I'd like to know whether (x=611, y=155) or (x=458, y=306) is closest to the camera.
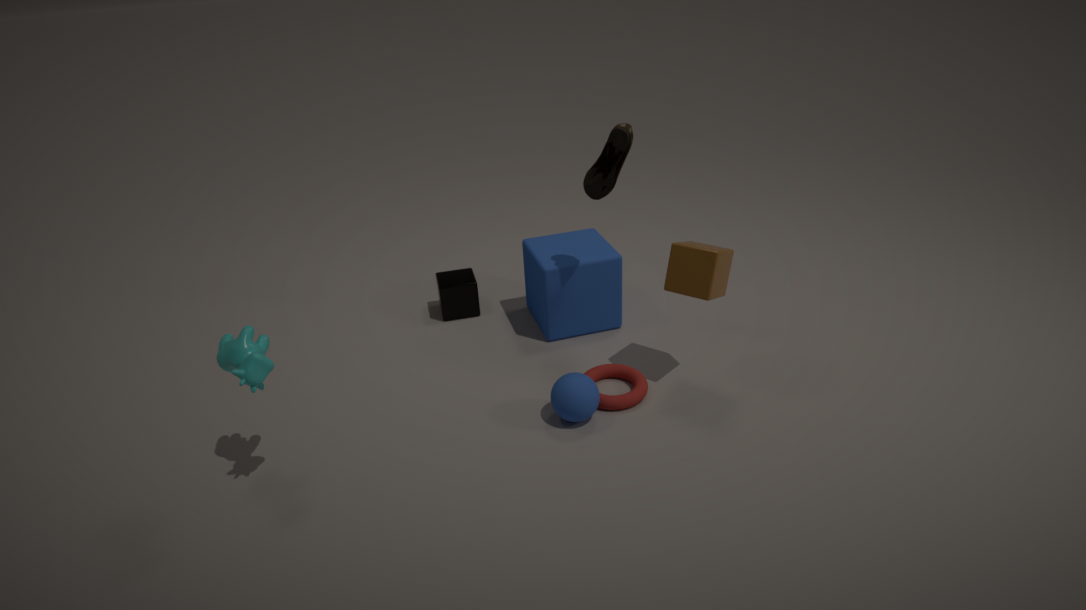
(x=611, y=155)
